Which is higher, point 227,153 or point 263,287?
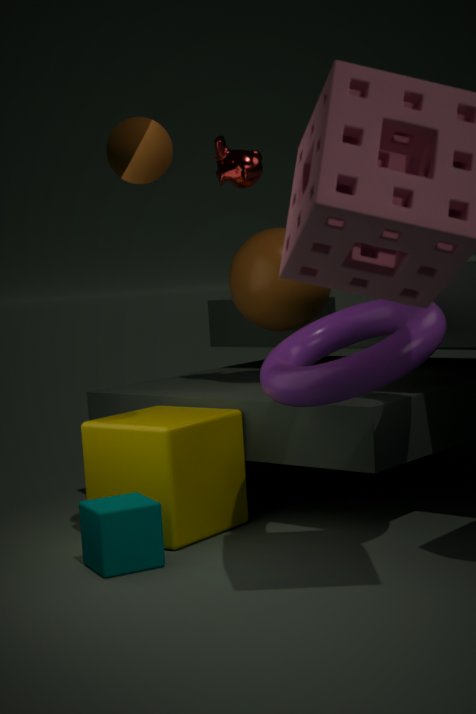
point 227,153
